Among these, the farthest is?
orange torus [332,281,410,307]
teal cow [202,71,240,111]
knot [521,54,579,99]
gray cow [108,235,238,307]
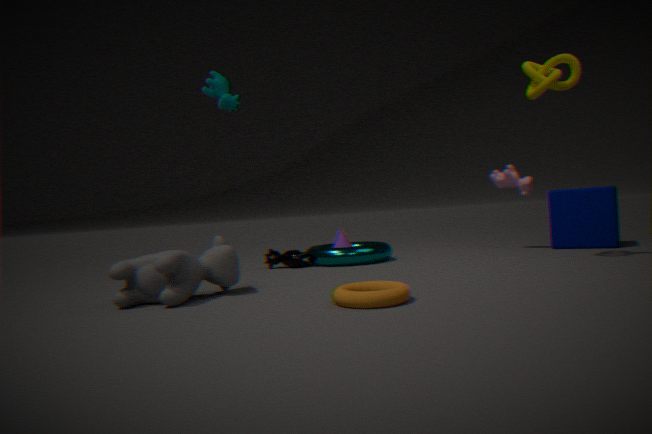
teal cow [202,71,240,111]
